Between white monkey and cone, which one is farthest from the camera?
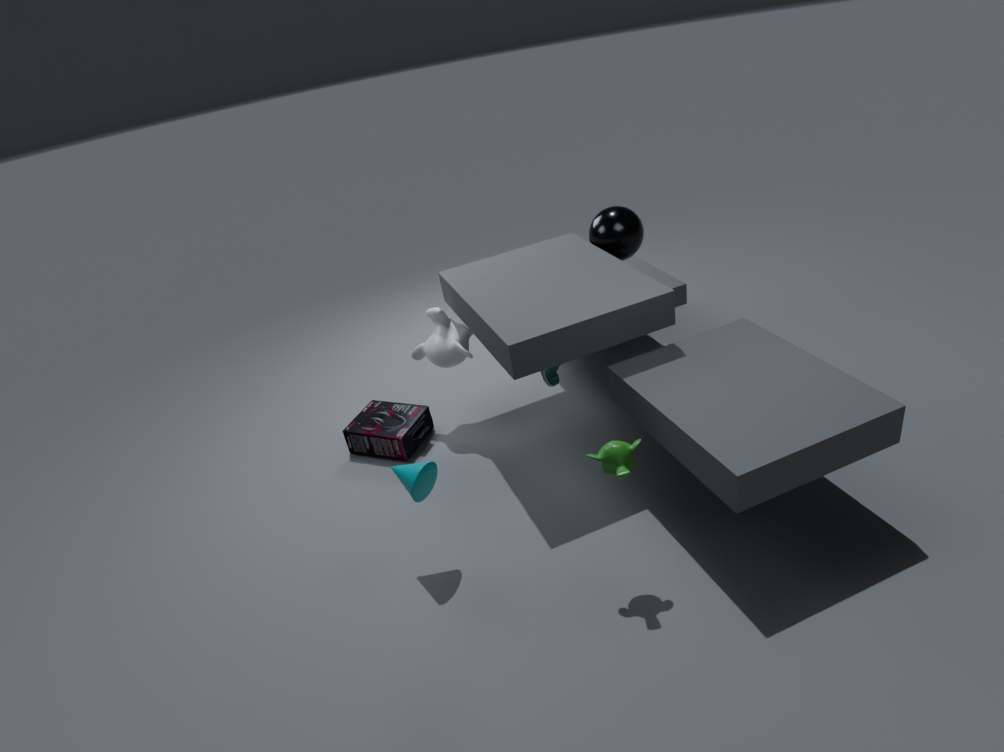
white monkey
